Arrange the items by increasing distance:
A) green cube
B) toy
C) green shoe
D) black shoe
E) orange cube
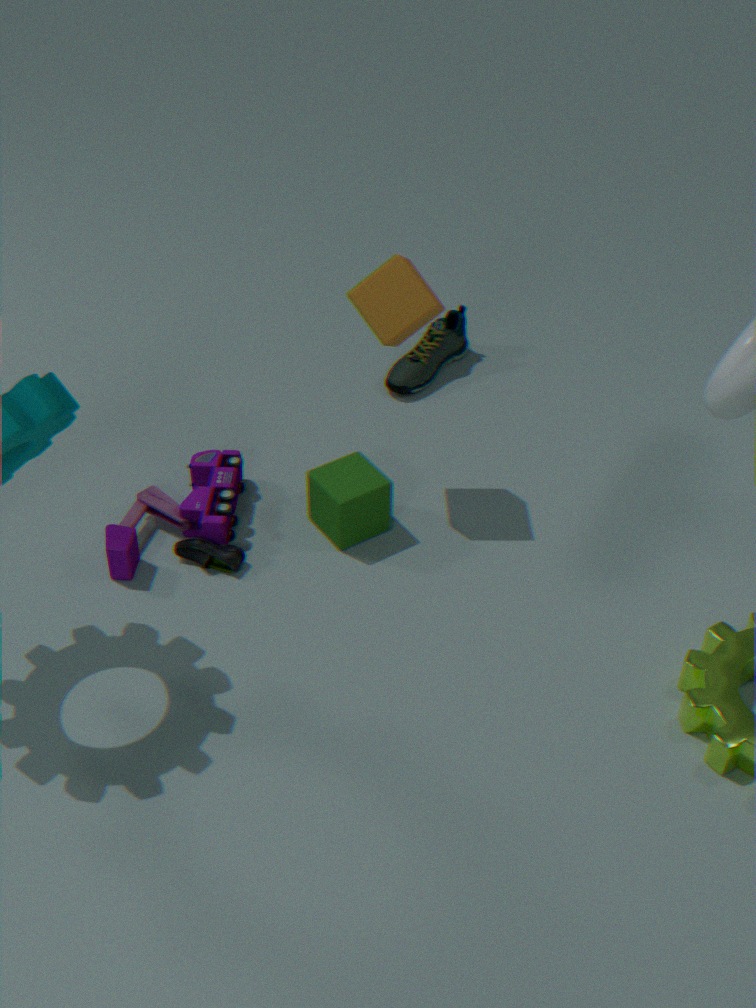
1. orange cube
2. toy
3. black shoe
4. green cube
5. green shoe
